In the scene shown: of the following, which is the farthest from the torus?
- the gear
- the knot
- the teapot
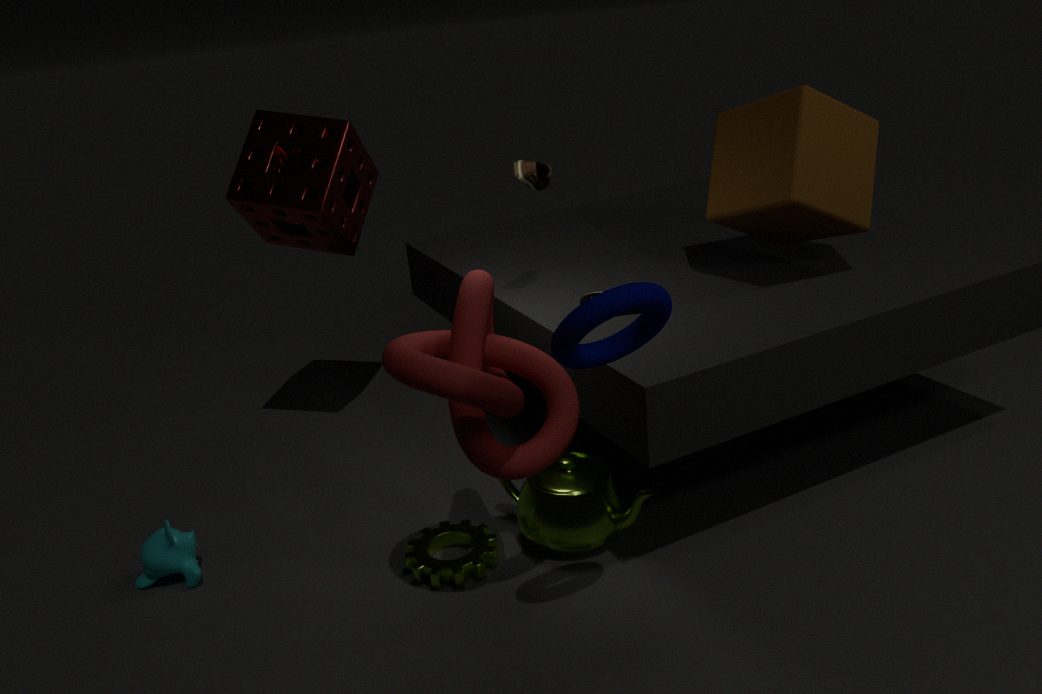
the gear
